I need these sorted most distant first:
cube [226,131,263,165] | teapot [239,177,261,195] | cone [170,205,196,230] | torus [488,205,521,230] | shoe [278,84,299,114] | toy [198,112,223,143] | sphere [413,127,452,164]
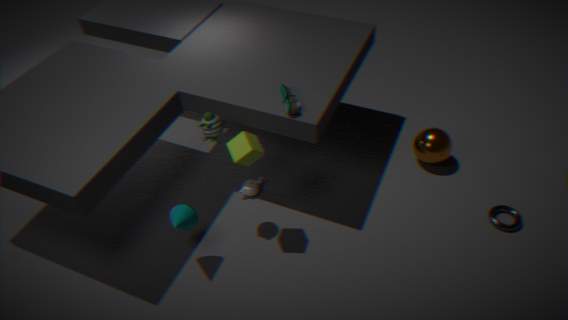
sphere [413,127,452,164] → teapot [239,177,261,195] → torus [488,205,521,230] → shoe [278,84,299,114] → cone [170,205,196,230] → toy [198,112,223,143] → cube [226,131,263,165]
